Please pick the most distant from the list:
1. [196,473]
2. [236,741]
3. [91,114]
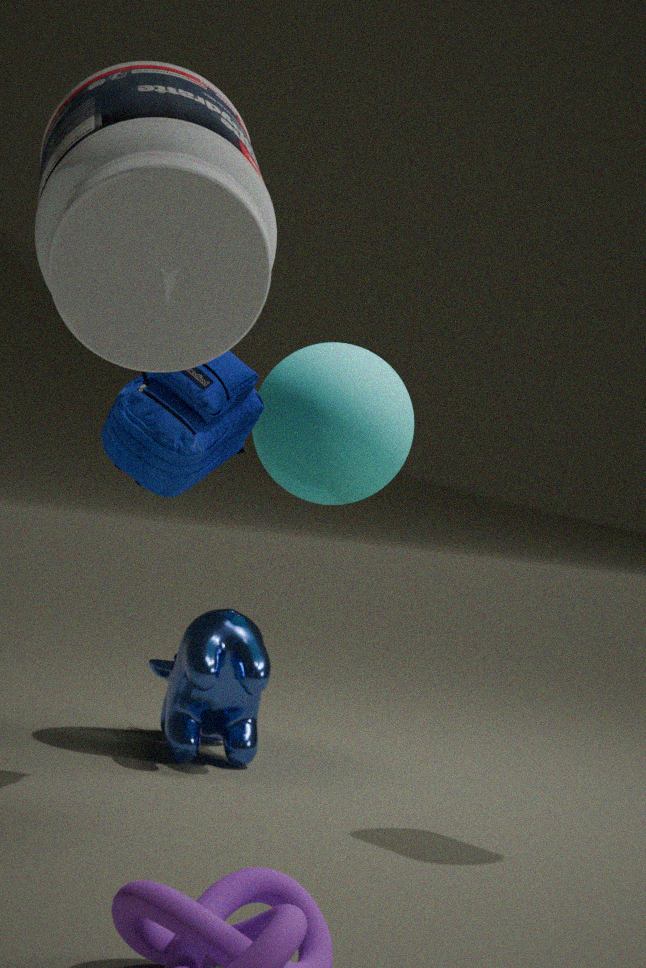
[236,741]
